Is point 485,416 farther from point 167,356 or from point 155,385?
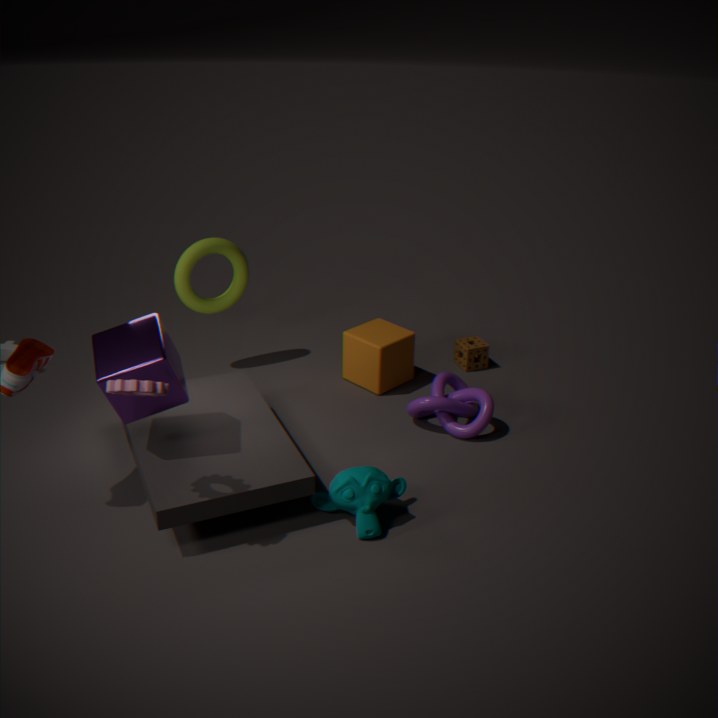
point 155,385
